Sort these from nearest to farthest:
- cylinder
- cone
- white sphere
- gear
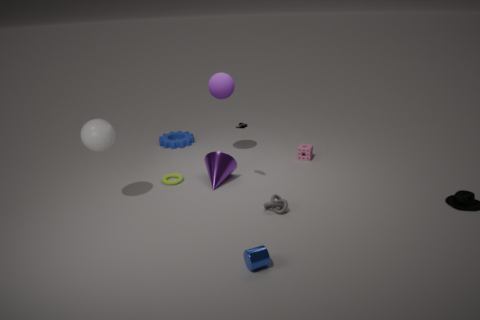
→ 1. cylinder
2. white sphere
3. cone
4. gear
